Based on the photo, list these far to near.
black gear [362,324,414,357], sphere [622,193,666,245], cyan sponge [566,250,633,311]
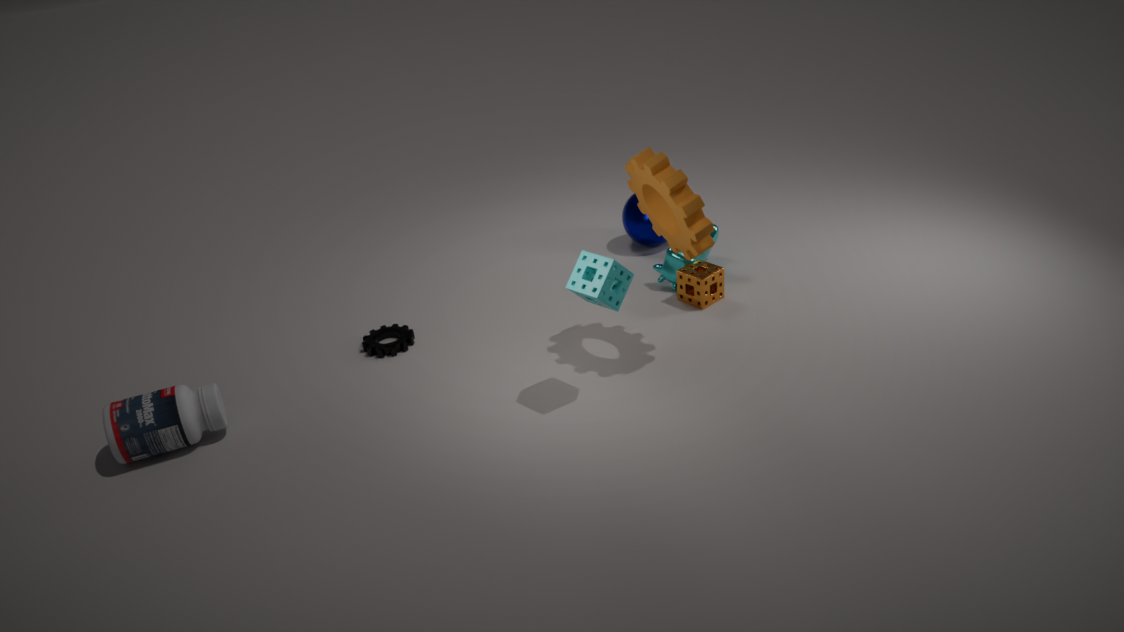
sphere [622,193,666,245] < black gear [362,324,414,357] < cyan sponge [566,250,633,311]
